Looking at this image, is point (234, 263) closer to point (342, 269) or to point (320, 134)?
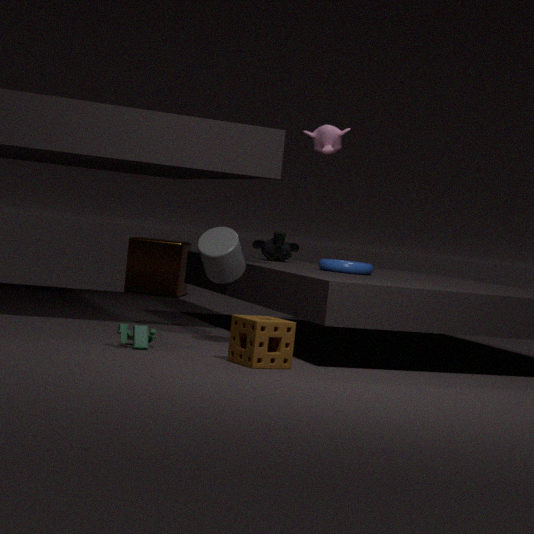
point (342, 269)
